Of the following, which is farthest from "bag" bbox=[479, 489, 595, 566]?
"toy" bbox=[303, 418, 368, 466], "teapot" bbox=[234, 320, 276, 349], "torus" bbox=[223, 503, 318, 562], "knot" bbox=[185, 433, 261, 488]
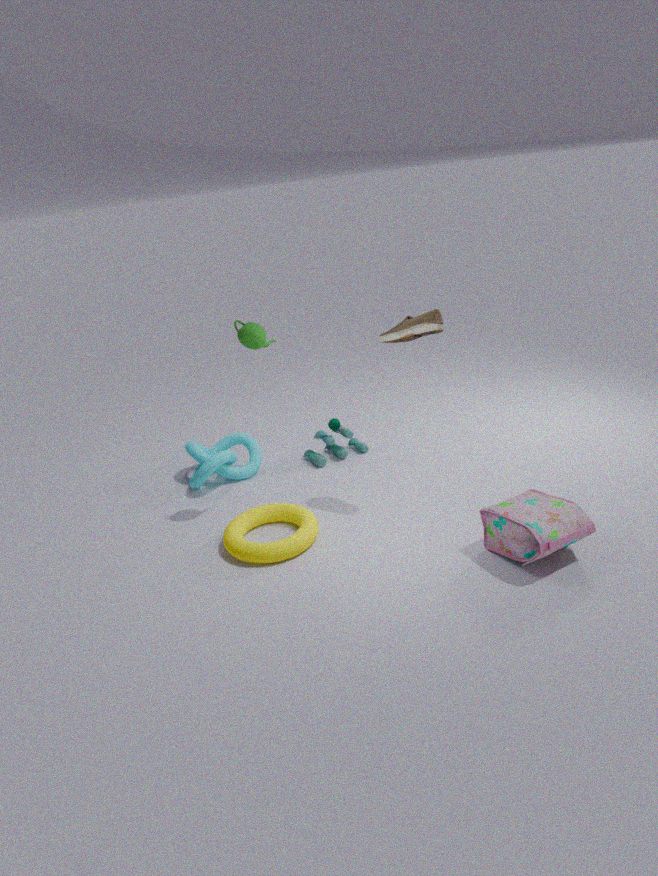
"knot" bbox=[185, 433, 261, 488]
